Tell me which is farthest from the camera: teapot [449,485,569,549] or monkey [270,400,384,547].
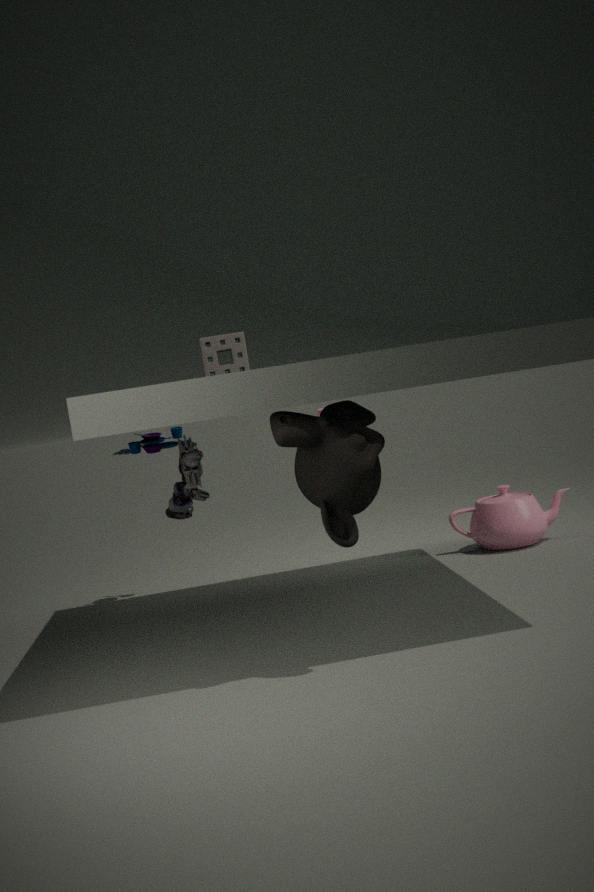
teapot [449,485,569,549]
